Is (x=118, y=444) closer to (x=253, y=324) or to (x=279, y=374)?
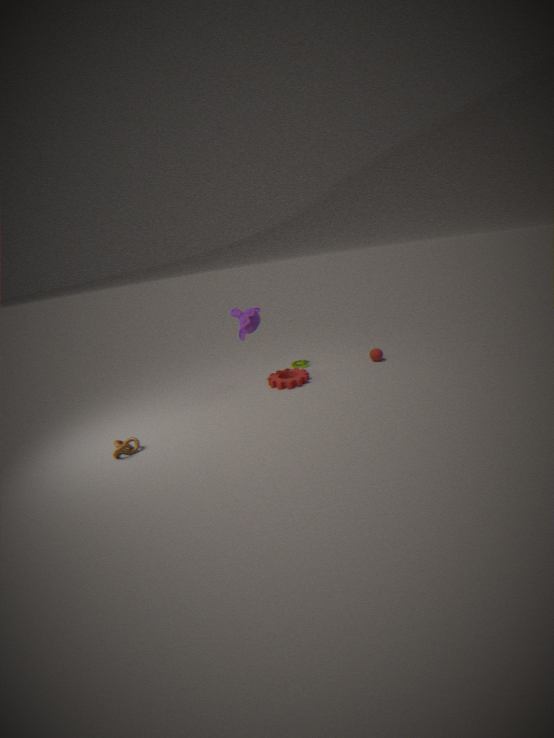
(x=253, y=324)
